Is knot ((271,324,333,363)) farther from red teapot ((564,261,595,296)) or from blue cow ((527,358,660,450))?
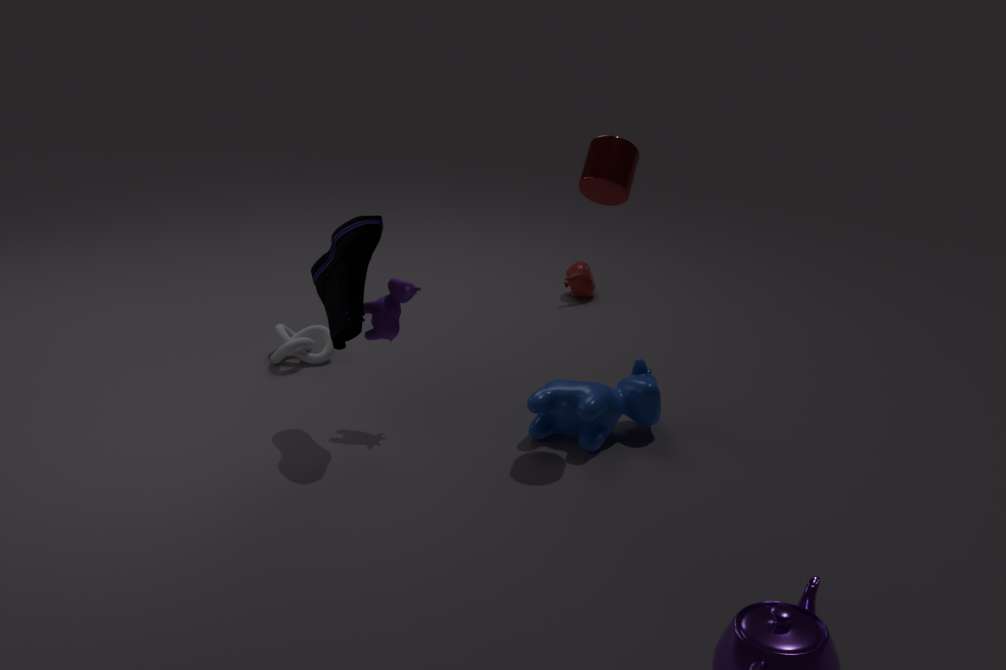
red teapot ((564,261,595,296))
